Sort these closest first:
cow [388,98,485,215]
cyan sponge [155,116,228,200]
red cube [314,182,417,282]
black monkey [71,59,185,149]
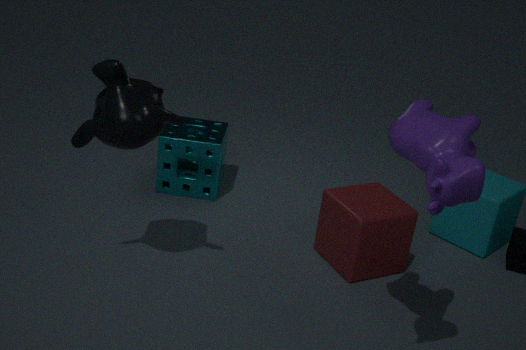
cow [388,98,485,215]
black monkey [71,59,185,149]
red cube [314,182,417,282]
cyan sponge [155,116,228,200]
